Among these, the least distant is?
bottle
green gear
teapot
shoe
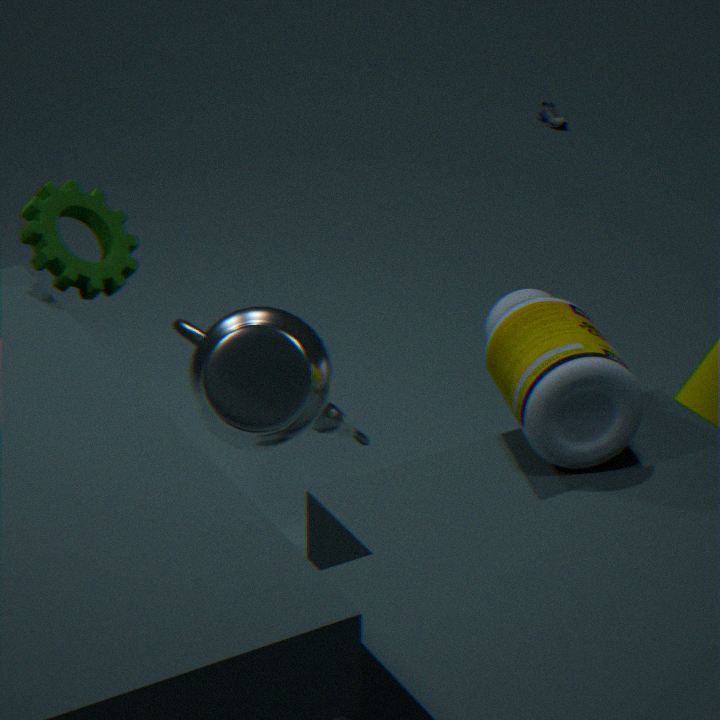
bottle
